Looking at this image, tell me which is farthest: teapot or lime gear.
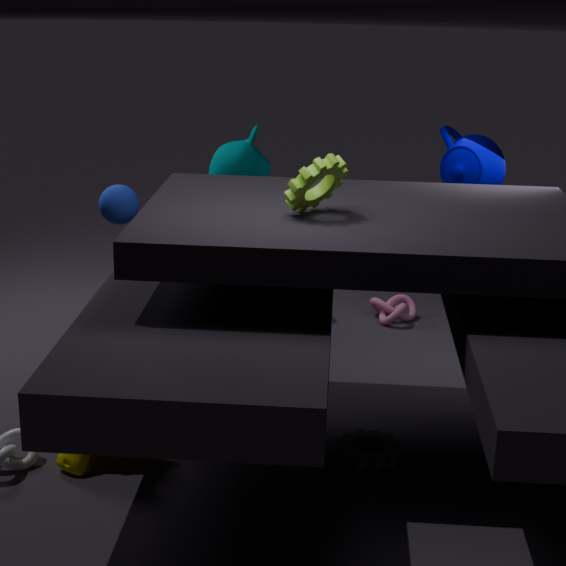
teapot
